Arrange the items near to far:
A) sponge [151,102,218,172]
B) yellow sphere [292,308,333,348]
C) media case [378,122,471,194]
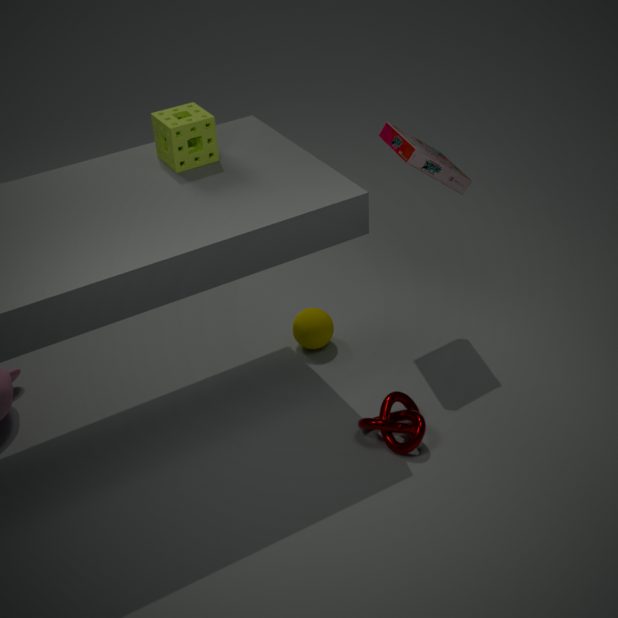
sponge [151,102,218,172]
media case [378,122,471,194]
yellow sphere [292,308,333,348]
